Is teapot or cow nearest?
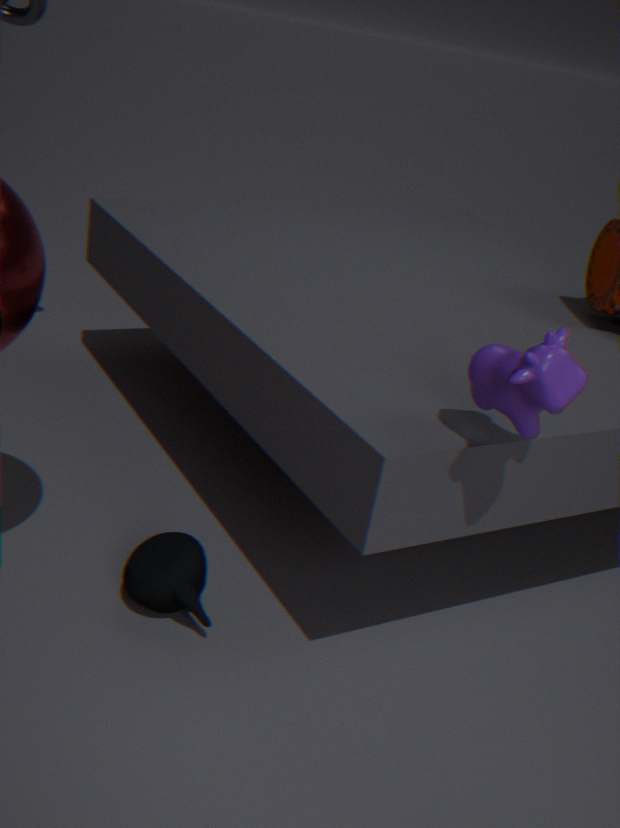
cow
